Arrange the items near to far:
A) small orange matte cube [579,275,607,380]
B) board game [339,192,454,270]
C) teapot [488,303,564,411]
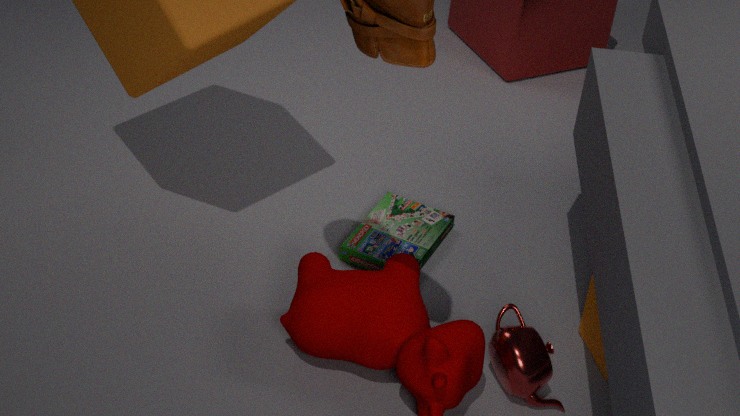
1. teapot [488,303,564,411]
2. small orange matte cube [579,275,607,380]
3. board game [339,192,454,270]
